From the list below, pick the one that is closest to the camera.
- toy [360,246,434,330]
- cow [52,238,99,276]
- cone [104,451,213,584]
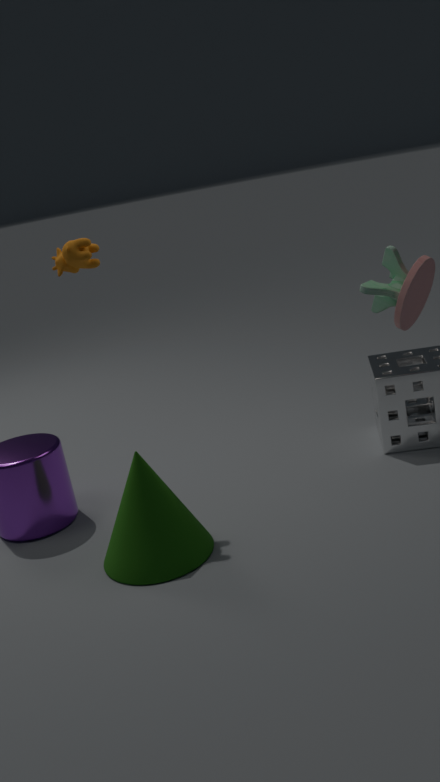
cone [104,451,213,584]
